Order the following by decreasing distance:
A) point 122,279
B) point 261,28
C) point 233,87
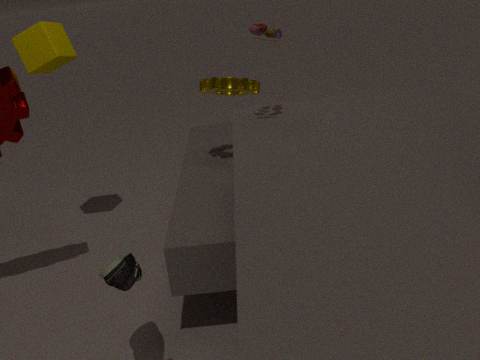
1. point 233,87
2. point 261,28
3. point 122,279
